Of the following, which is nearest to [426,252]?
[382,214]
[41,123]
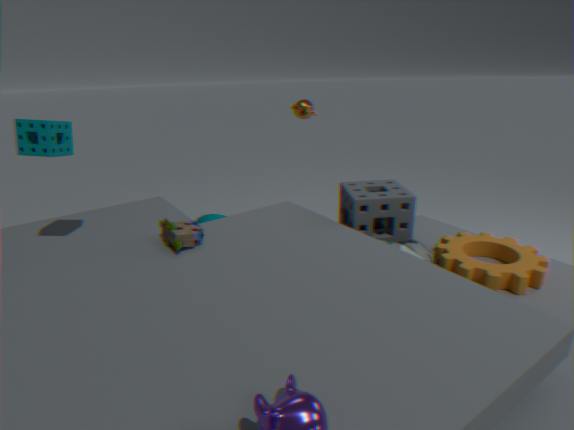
[382,214]
